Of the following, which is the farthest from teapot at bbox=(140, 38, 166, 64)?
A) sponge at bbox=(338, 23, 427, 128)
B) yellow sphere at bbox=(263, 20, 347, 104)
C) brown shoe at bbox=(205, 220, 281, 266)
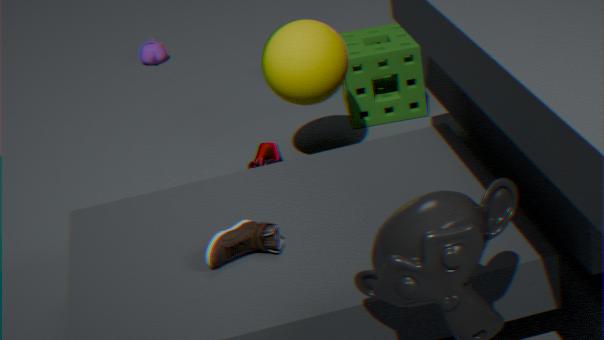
brown shoe at bbox=(205, 220, 281, 266)
